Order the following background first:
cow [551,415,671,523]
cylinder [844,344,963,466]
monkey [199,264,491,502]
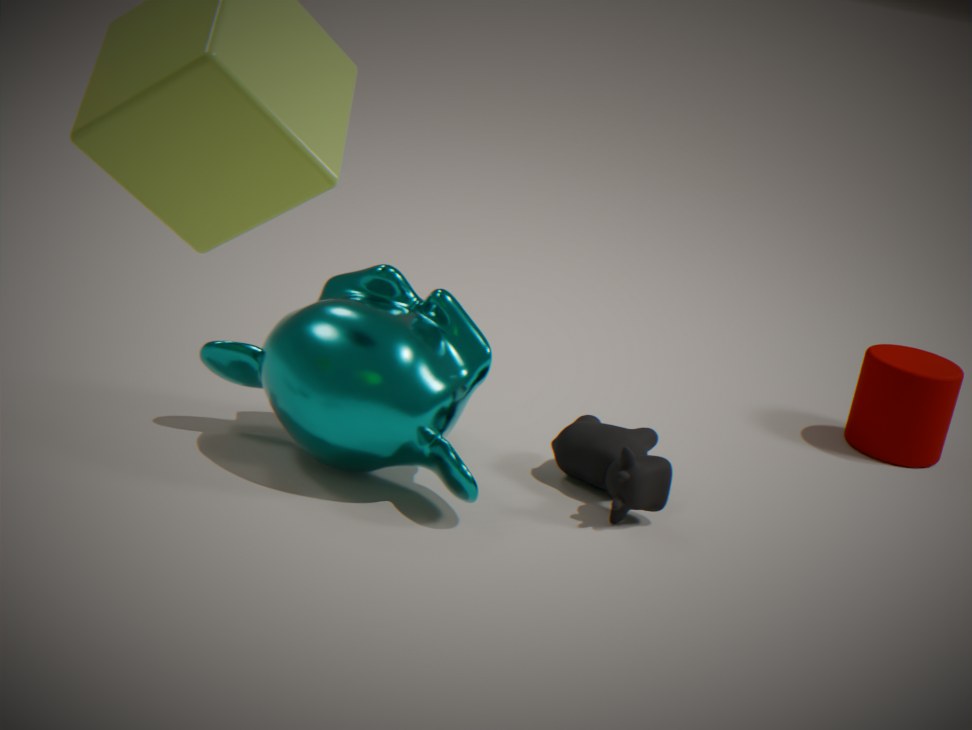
cylinder [844,344,963,466] → cow [551,415,671,523] → monkey [199,264,491,502]
